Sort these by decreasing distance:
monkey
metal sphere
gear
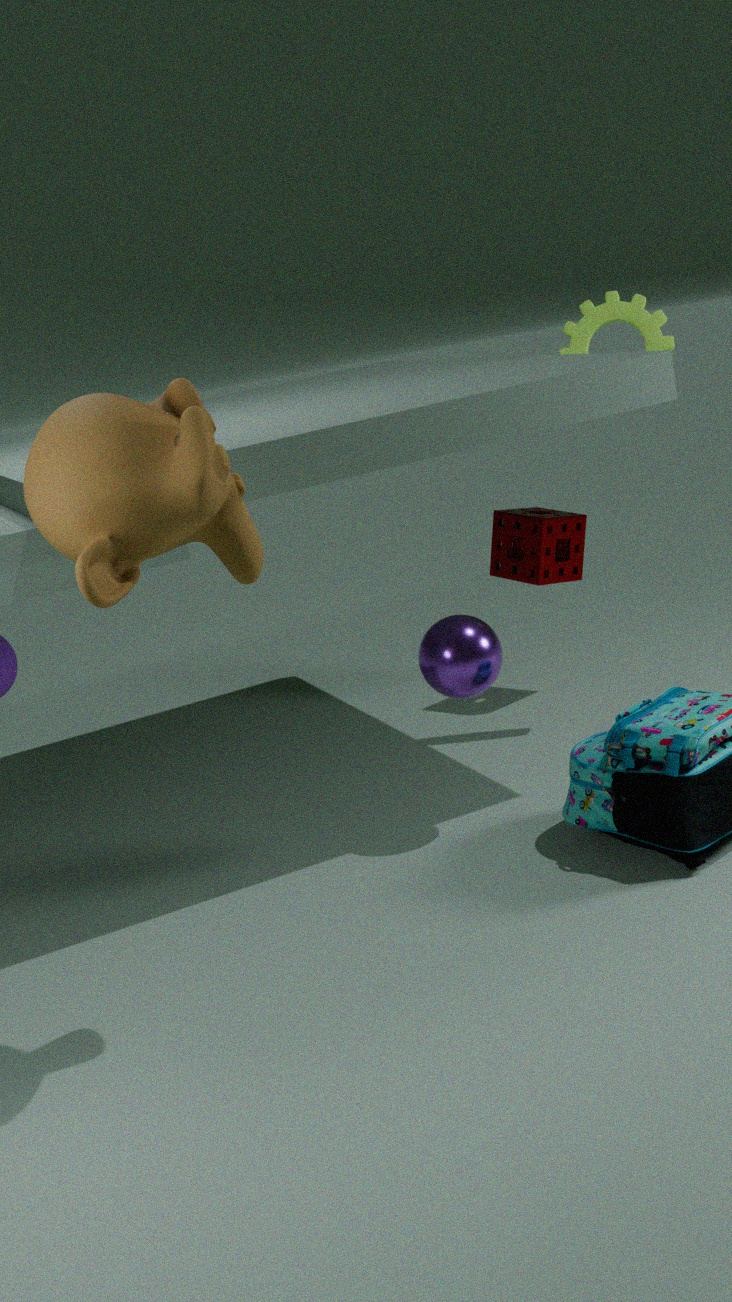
gear, metal sphere, monkey
